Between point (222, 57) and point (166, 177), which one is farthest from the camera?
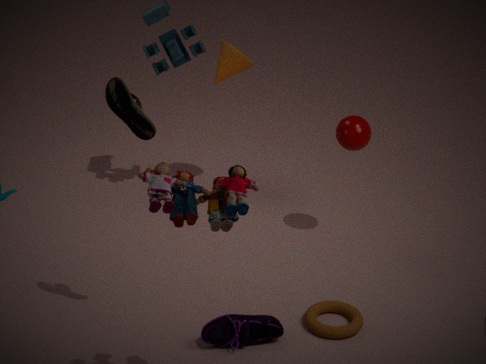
point (222, 57)
